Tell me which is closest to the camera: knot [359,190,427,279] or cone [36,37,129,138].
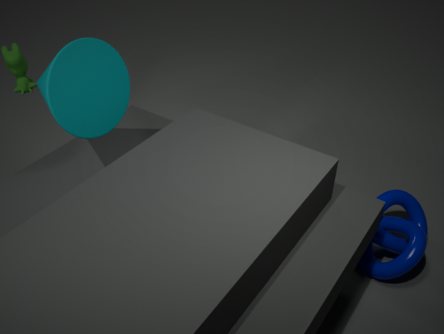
cone [36,37,129,138]
